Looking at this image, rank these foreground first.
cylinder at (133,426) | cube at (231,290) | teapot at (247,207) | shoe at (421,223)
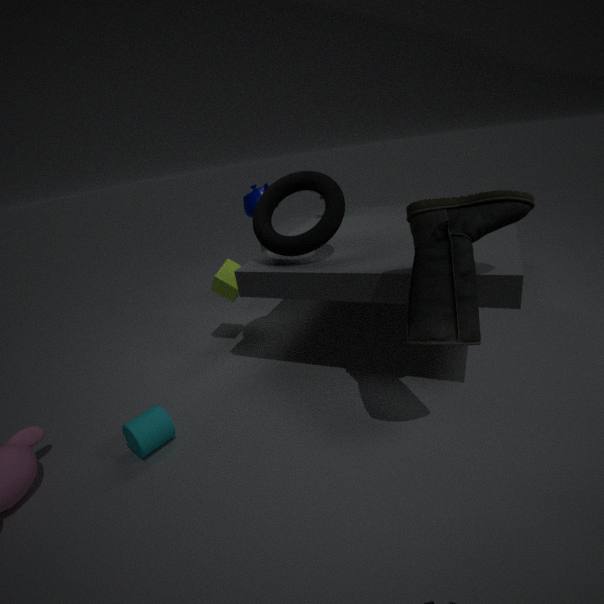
shoe at (421,223) < cylinder at (133,426) < cube at (231,290) < teapot at (247,207)
